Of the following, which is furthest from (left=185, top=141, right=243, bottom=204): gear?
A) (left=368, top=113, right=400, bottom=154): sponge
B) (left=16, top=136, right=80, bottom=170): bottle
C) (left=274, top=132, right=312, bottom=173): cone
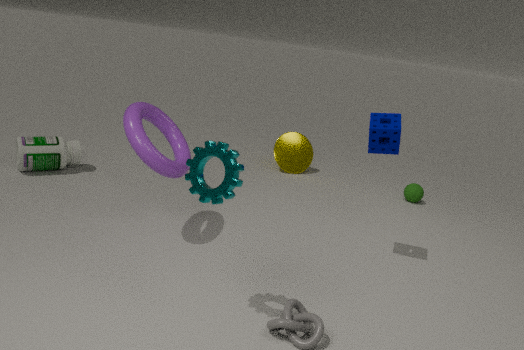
(left=274, top=132, right=312, bottom=173): cone
